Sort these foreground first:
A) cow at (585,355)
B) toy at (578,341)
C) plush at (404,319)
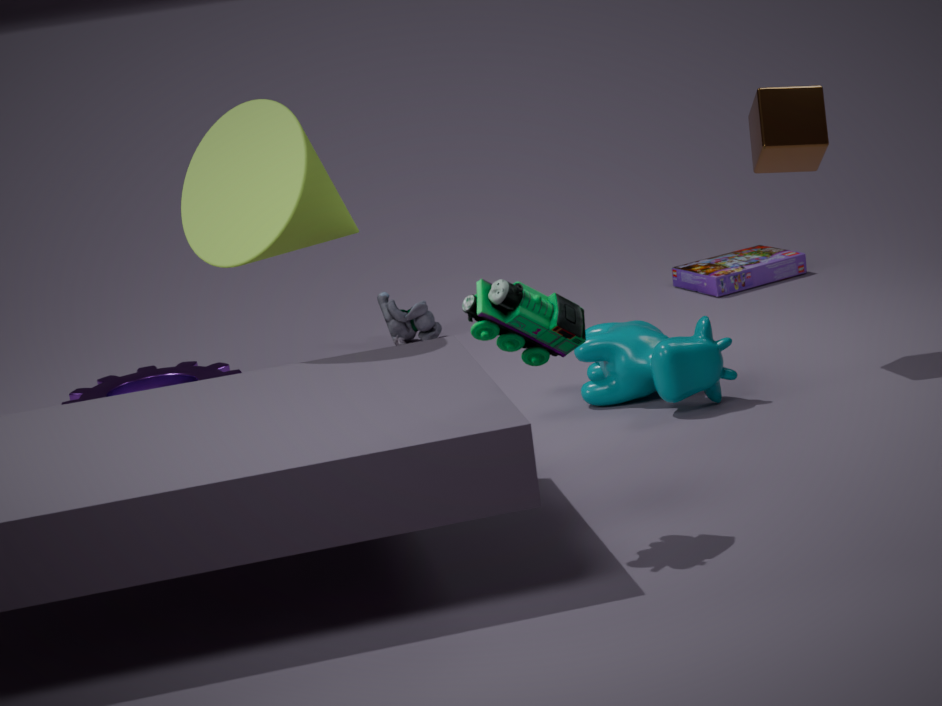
1. toy at (578,341)
2. cow at (585,355)
3. plush at (404,319)
